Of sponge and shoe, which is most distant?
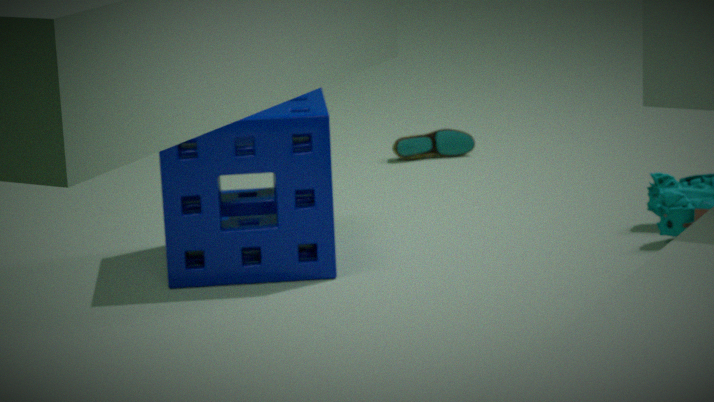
Result: shoe
